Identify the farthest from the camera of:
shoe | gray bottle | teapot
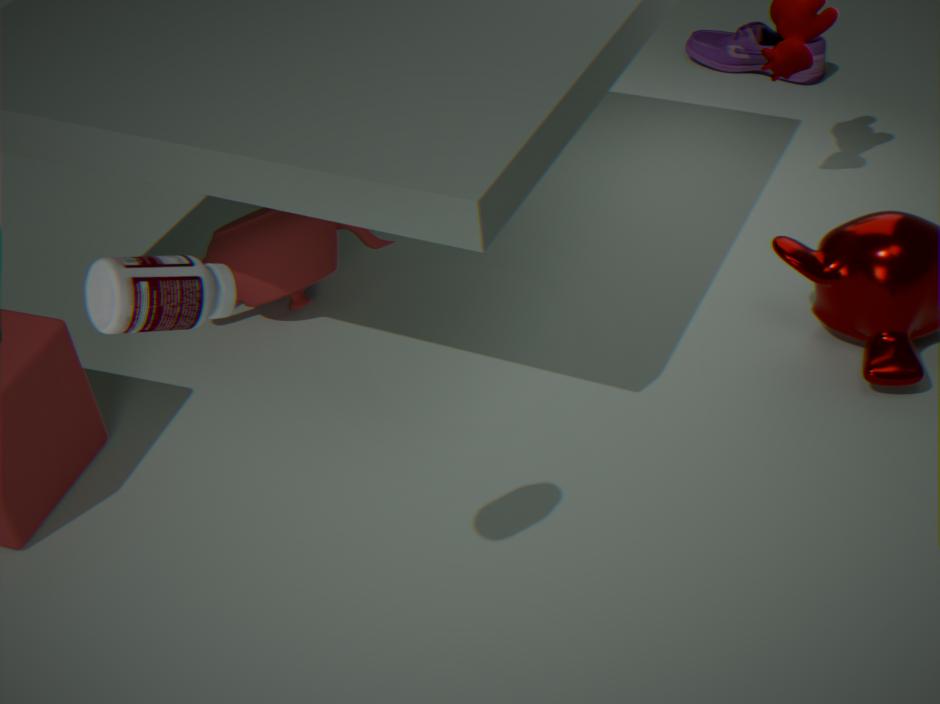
shoe
